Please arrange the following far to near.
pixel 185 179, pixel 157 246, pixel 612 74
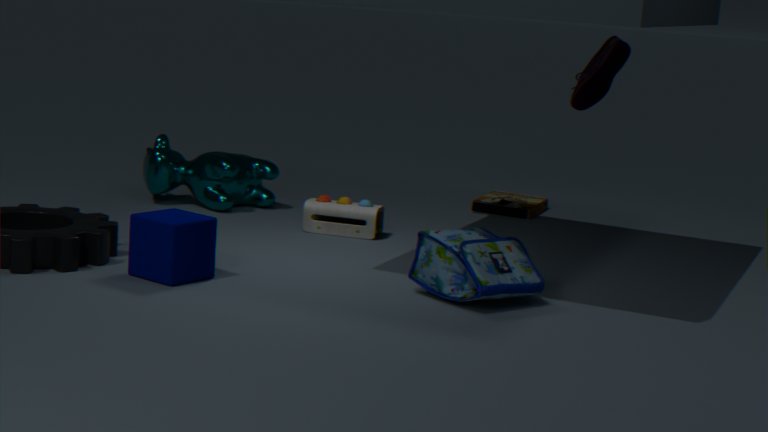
pixel 185 179, pixel 612 74, pixel 157 246
